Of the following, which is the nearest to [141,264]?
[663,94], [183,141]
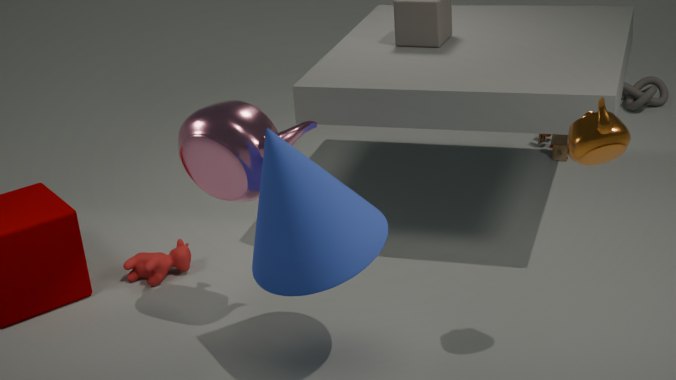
[183,141]
